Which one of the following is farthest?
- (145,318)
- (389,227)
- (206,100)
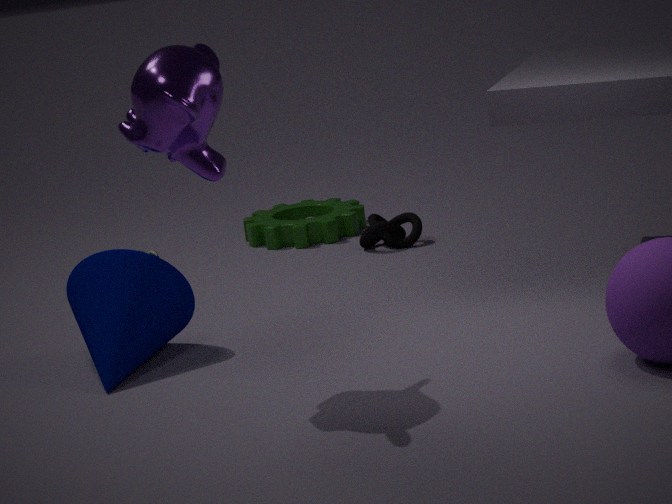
(389,227)
